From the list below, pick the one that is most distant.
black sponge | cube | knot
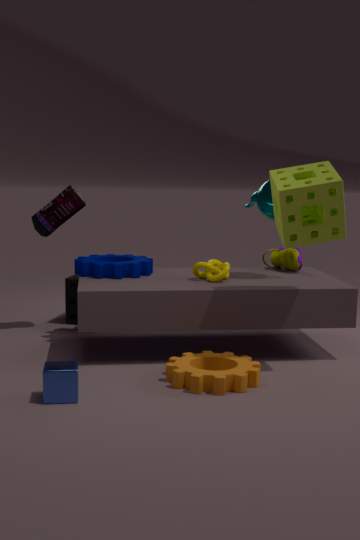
black sponge
